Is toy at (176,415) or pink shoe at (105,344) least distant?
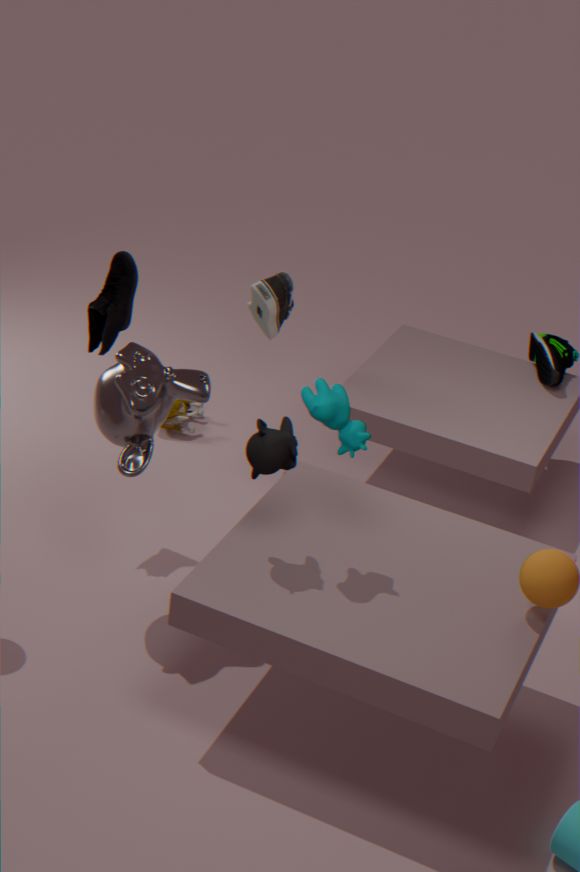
pink shoe at (105,344)
